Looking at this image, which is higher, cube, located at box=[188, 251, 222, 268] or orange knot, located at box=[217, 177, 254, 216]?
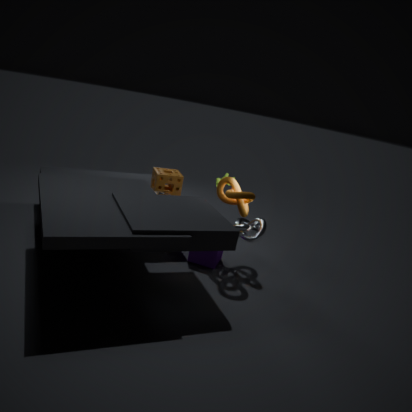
orange knot, located at box=[217, 177, 254, 216]
